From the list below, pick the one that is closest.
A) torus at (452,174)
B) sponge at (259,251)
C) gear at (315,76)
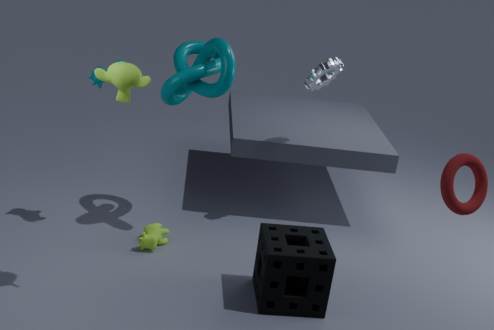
torus at (452,174)
